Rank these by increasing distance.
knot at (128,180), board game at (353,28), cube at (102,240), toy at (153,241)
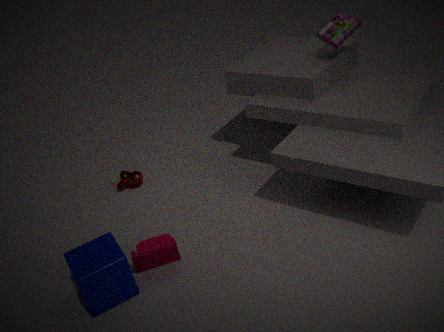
1. cube at (102,240)
2. toy at (153,241)
3. board game at (353,28)
4. knot at (128,180)
